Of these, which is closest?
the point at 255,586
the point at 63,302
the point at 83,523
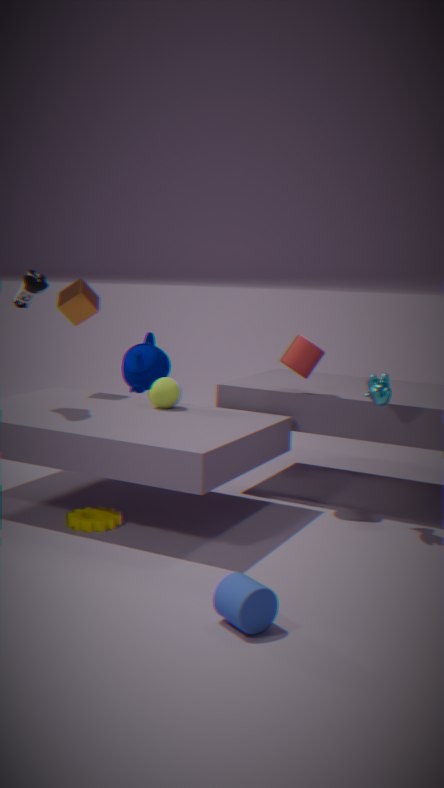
the point at 255,586
